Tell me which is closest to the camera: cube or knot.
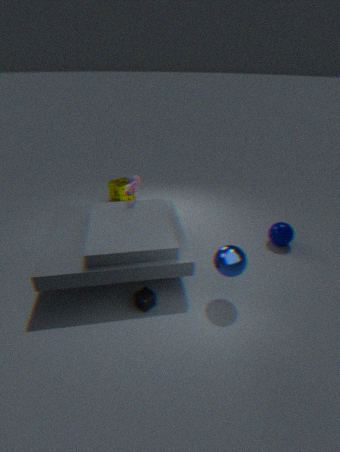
cube
